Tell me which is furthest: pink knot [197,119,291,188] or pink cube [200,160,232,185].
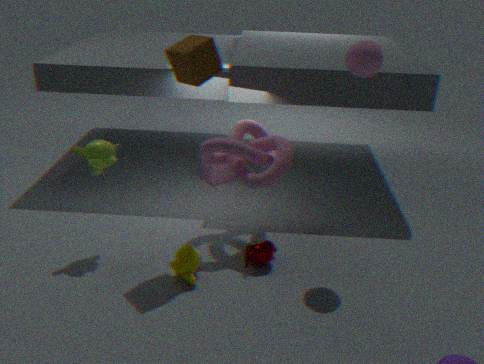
pink cube [200,160,232,185]
